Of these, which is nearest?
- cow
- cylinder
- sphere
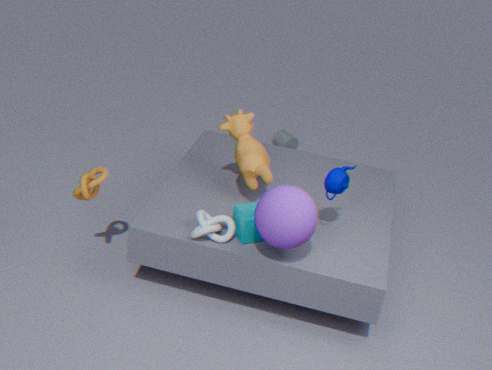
sphere
